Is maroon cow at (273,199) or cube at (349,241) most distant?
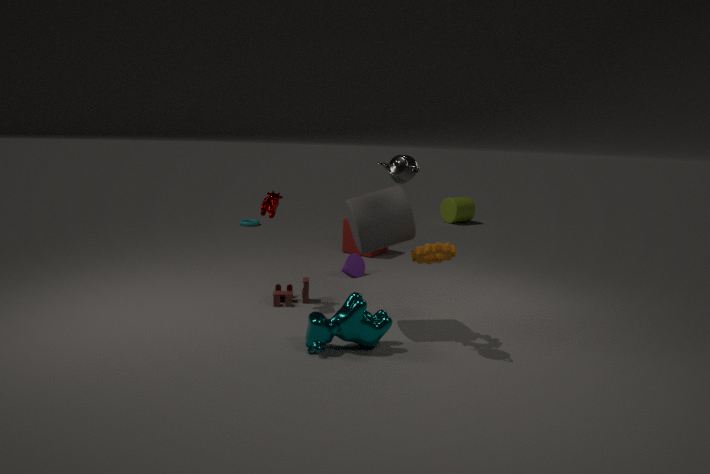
cube at (349,241)
